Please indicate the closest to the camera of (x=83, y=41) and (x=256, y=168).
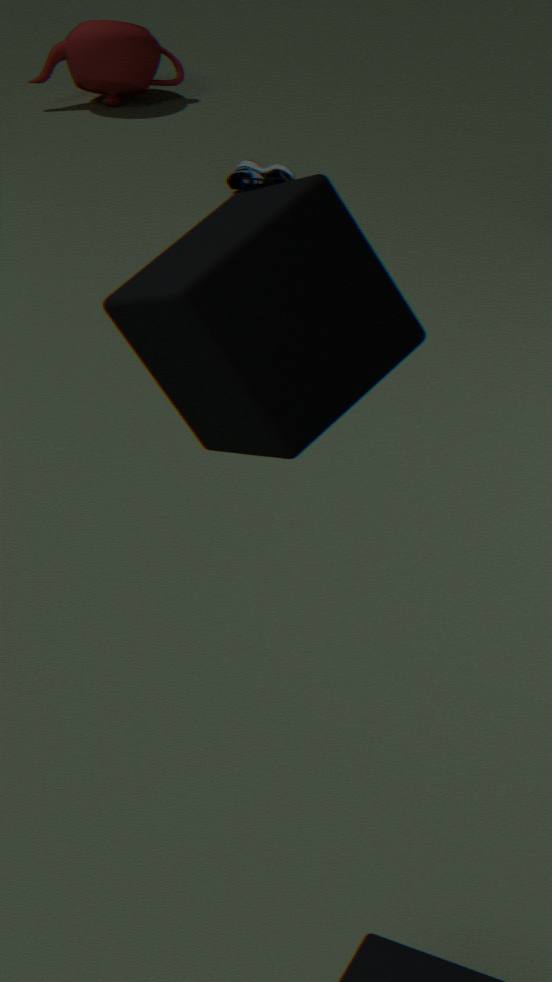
(x=256, y=168)
